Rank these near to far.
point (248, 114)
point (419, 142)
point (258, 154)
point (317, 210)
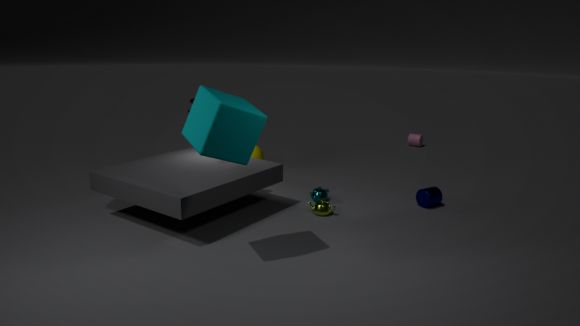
point (248, 114) → point (317, 210) → point (258, 154) → point (419, 142)
